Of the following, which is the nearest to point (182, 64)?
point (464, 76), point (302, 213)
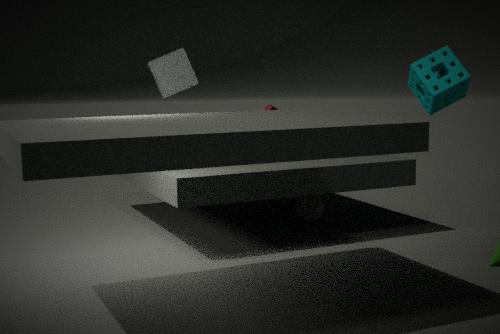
point (302, 213)
